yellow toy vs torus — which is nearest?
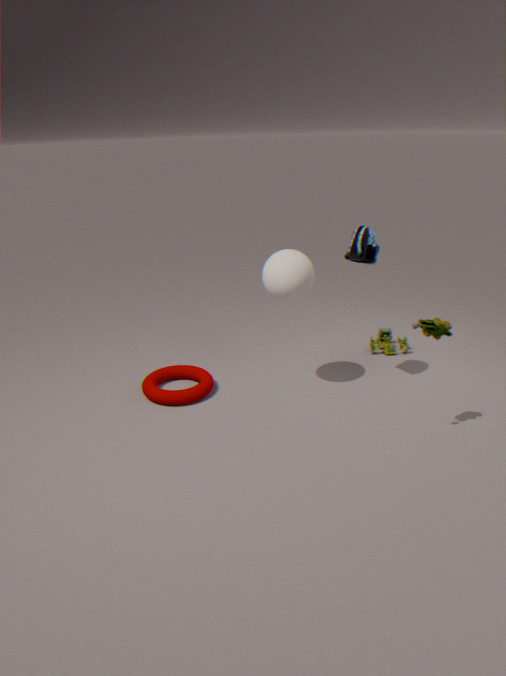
yellow toy
